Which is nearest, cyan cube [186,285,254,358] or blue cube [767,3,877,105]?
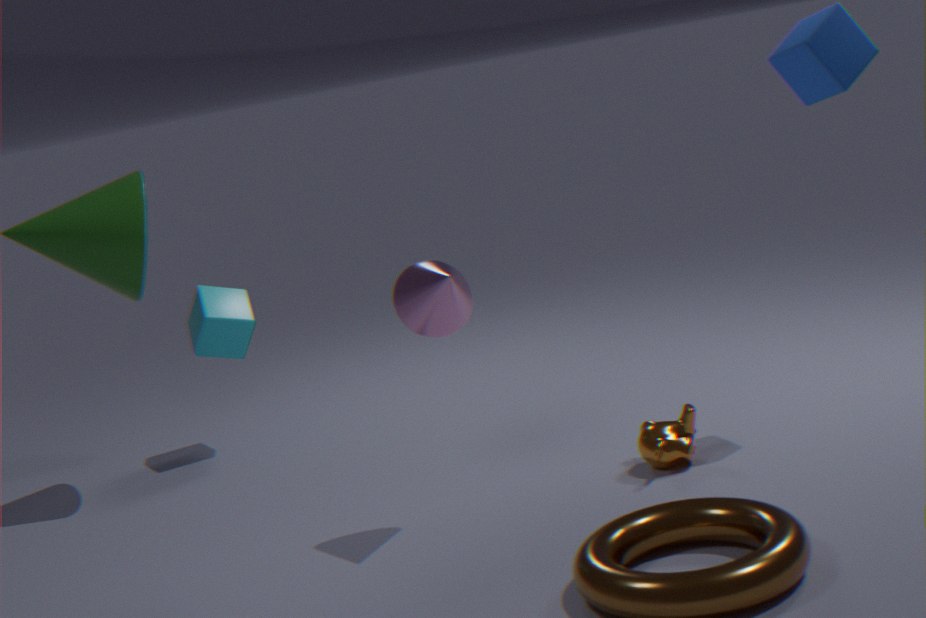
blue cube [767,3,877,105]
